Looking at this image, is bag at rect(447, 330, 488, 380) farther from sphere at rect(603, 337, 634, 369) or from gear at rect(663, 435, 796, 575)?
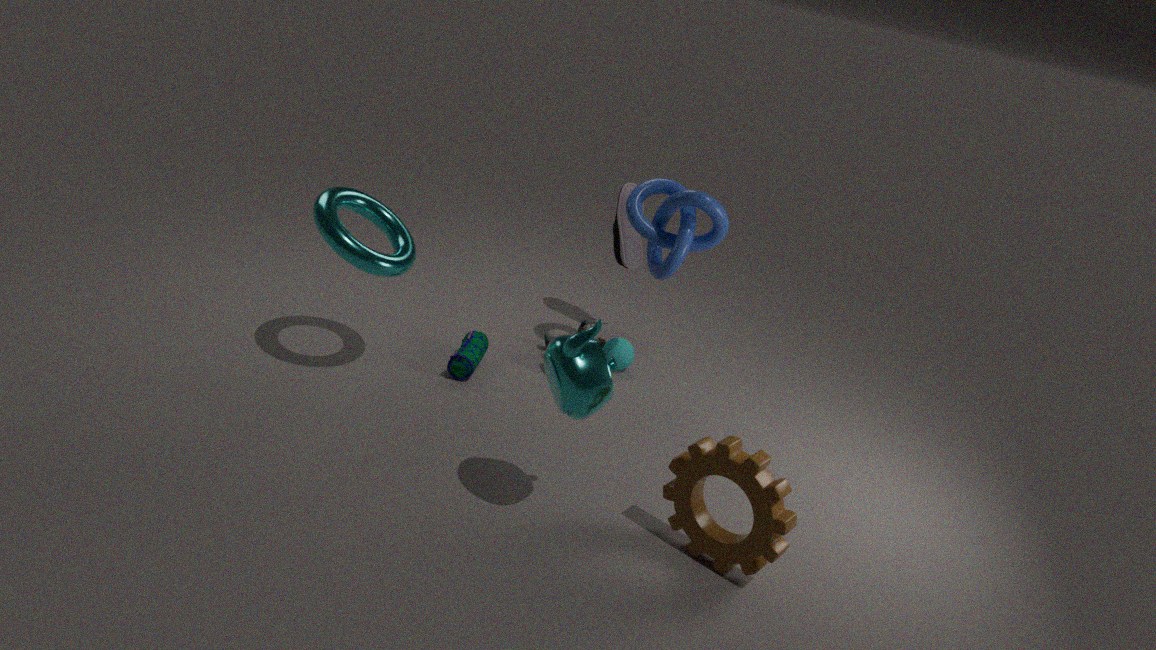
gear at rect(663, 435, 796, 575)
